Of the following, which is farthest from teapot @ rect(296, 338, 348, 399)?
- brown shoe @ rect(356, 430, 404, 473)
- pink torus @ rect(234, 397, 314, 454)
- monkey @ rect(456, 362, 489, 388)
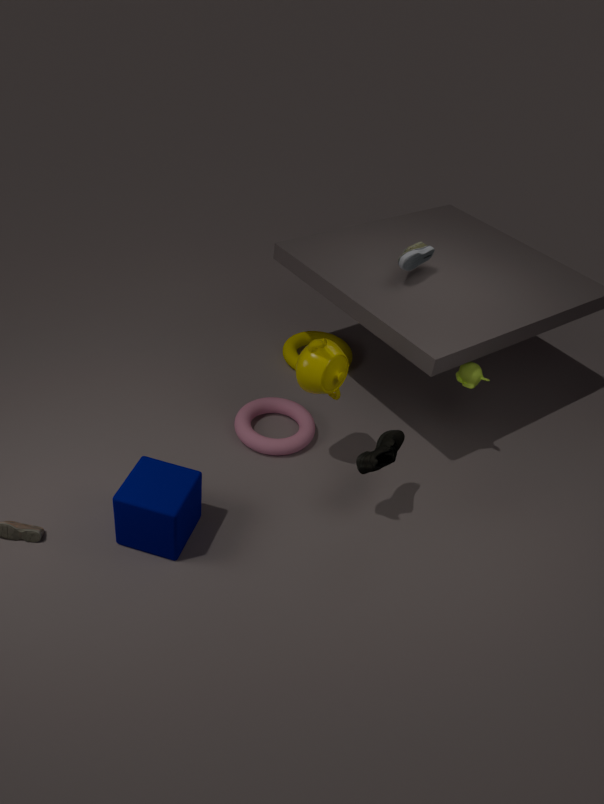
monkey @ rect(456, 362, 489, 388)
